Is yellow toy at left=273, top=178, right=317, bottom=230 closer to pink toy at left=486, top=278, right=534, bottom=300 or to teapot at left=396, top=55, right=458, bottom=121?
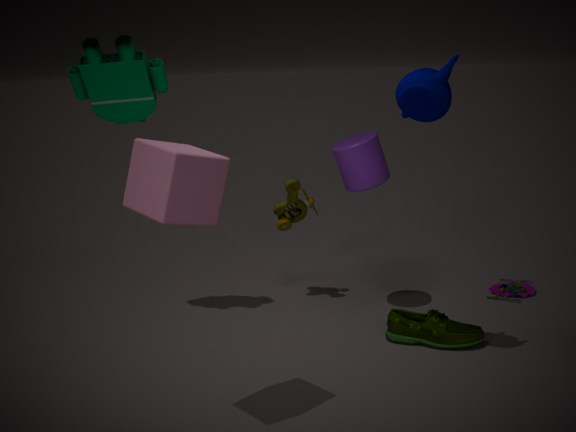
teapot at left=396, top=55, right=458, bottom=121
